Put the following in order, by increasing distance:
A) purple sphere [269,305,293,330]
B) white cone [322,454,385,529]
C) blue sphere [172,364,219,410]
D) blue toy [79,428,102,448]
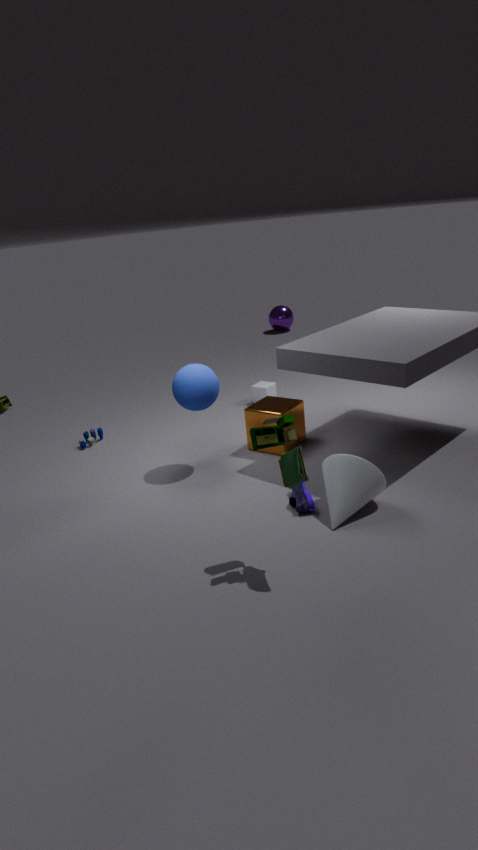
white cone [322,454,385,529]
blue sphere [172,364,219,410]
blue toy [79,428,102,448]
purple sphere [269,305,293,330]
